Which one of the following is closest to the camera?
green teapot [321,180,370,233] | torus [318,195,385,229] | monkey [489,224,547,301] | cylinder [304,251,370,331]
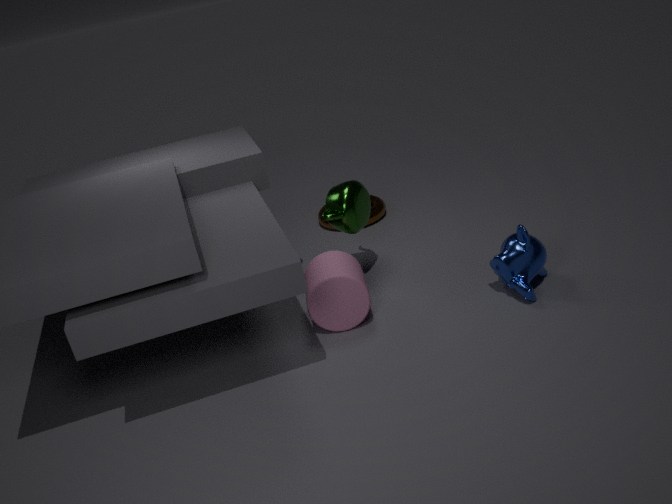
monkey [489,224,547,301]
